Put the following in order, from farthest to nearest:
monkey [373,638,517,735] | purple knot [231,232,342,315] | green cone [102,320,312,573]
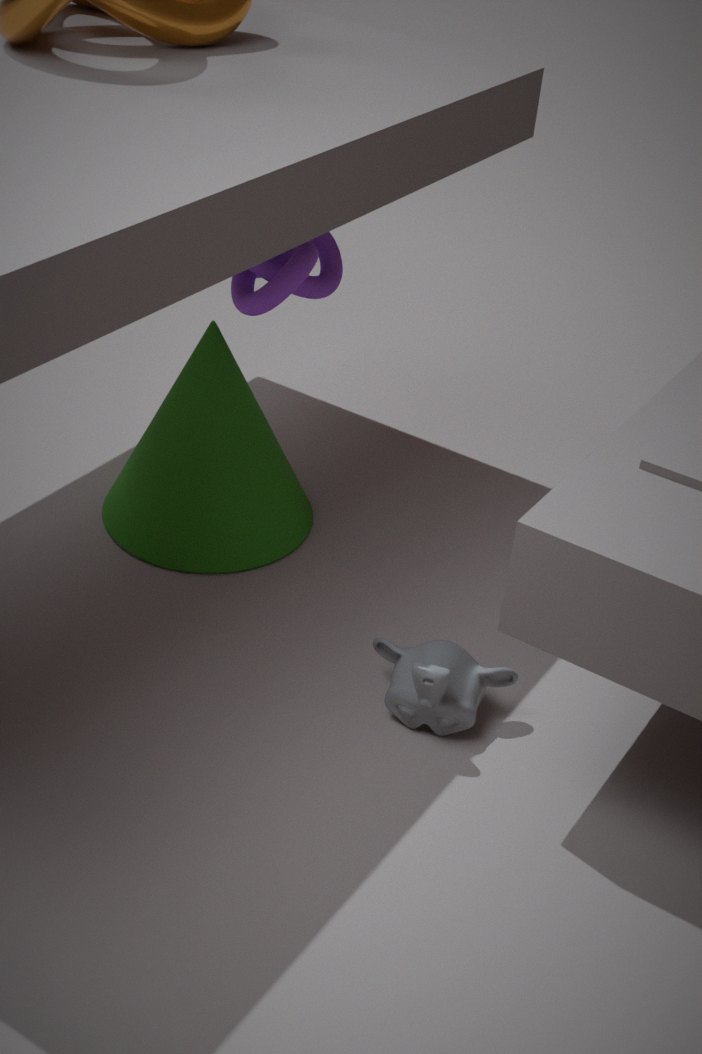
green cone [102,320,312,573] → purple knot [231,232,342,315] → monkey [373,638,517,735]
